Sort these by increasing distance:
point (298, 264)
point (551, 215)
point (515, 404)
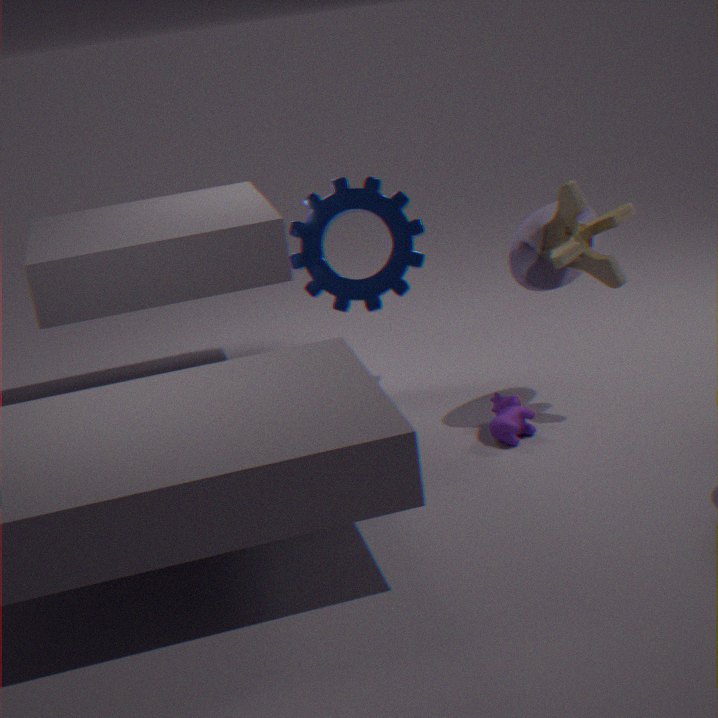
1. point (551, 215)
2. point (515, 404)
3. point (298, 264)
